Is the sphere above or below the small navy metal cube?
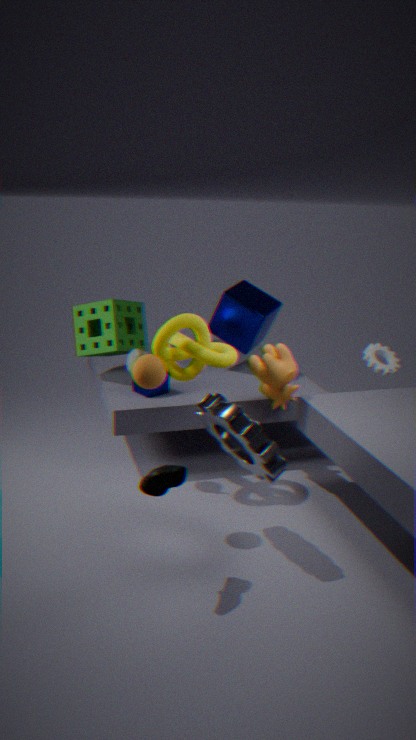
above
